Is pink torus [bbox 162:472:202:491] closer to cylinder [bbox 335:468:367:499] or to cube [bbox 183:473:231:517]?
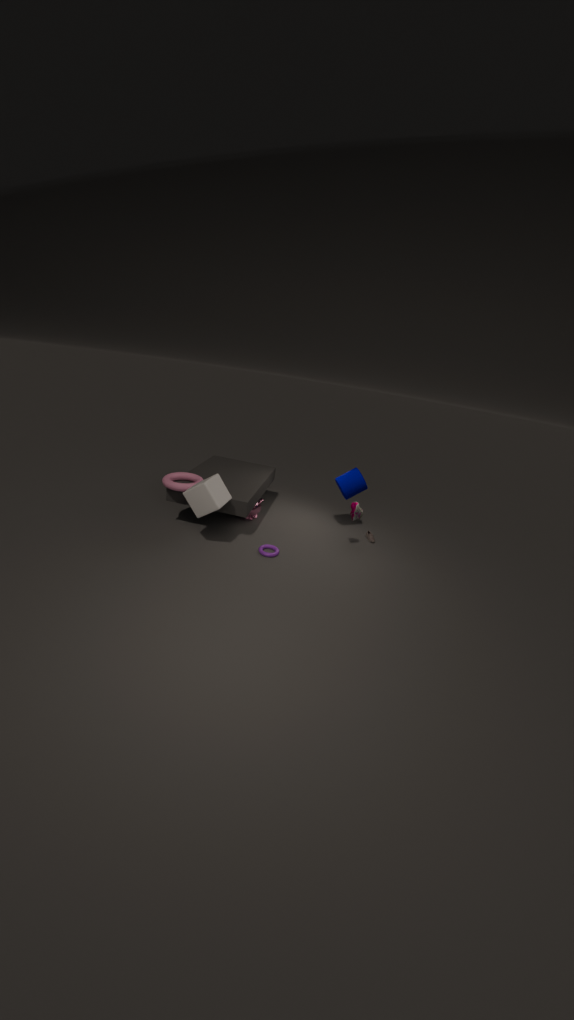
cube [bbox 183:473:231:517]
